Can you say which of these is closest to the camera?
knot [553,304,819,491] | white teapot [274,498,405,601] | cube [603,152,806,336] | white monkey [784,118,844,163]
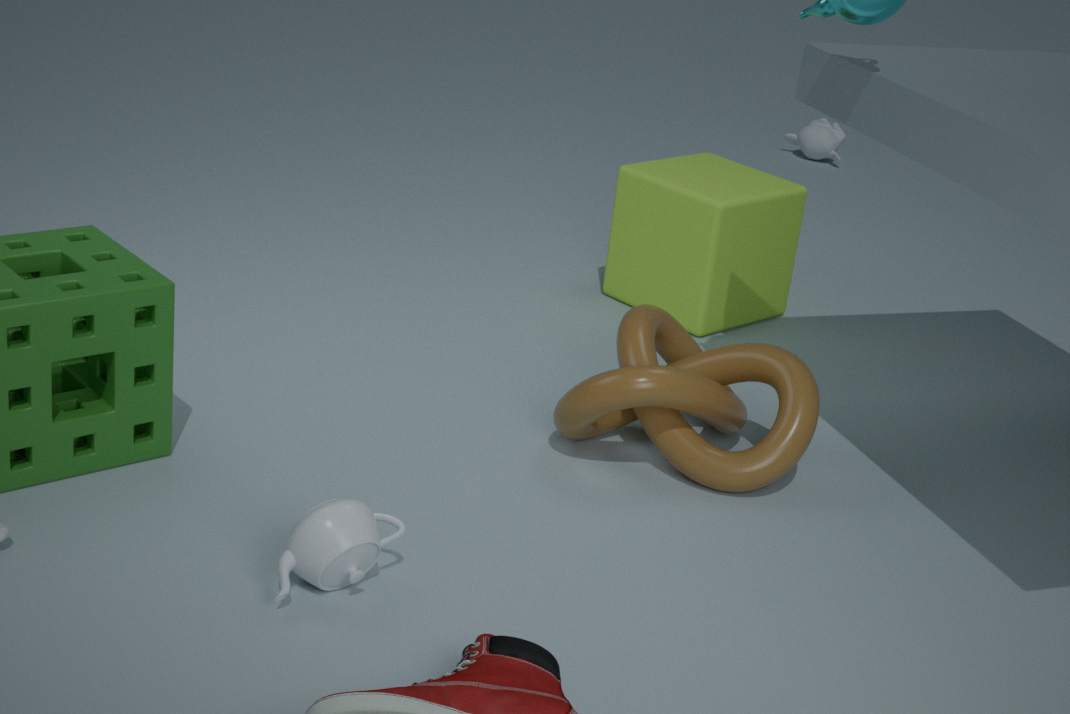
white teapot [274,498,405,601]
